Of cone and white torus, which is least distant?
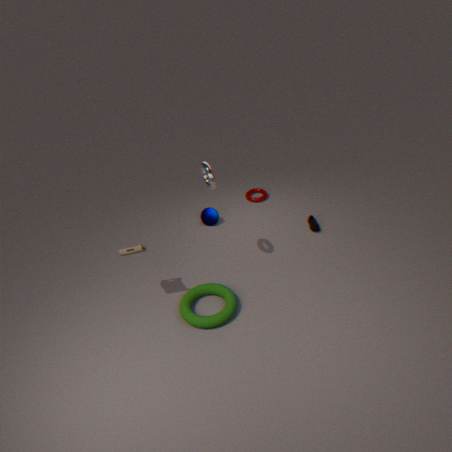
white torus
